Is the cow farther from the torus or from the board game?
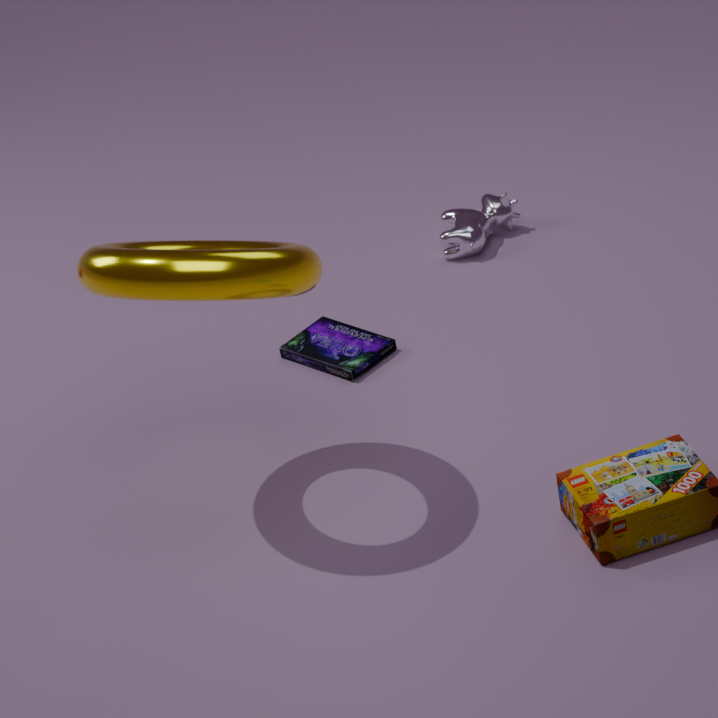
the torus
